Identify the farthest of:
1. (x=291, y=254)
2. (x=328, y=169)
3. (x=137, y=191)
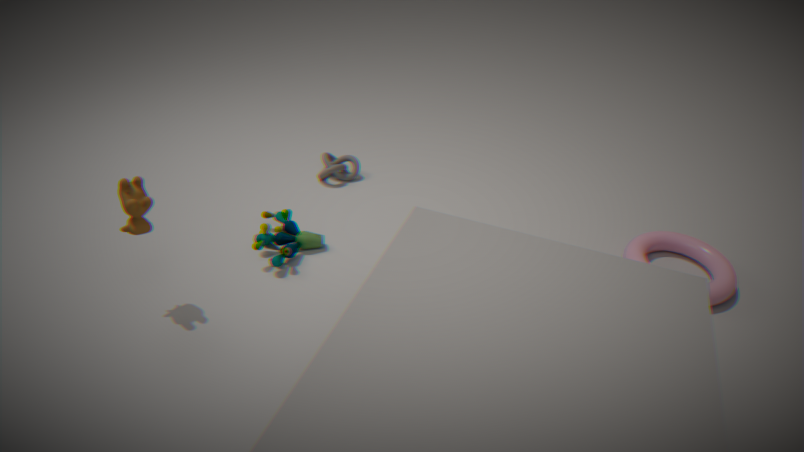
(x=328, y=169)
